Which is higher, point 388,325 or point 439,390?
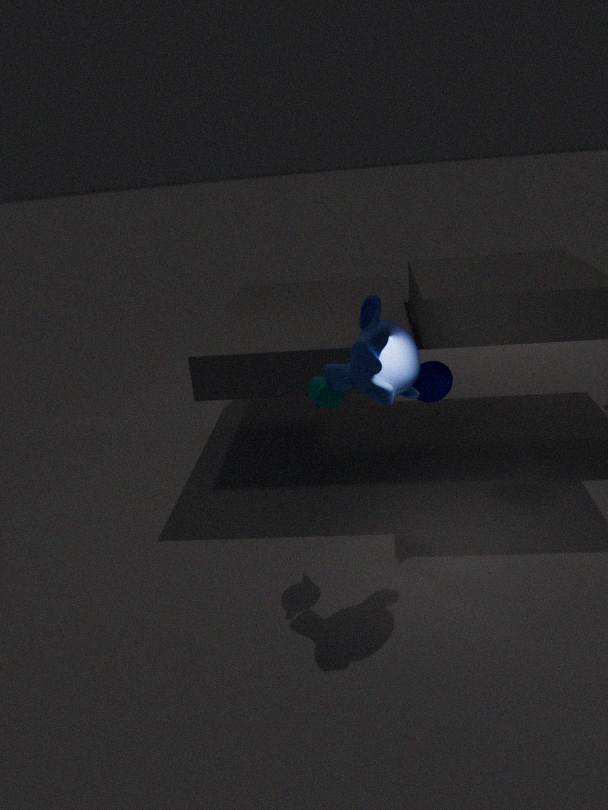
point 388,325
